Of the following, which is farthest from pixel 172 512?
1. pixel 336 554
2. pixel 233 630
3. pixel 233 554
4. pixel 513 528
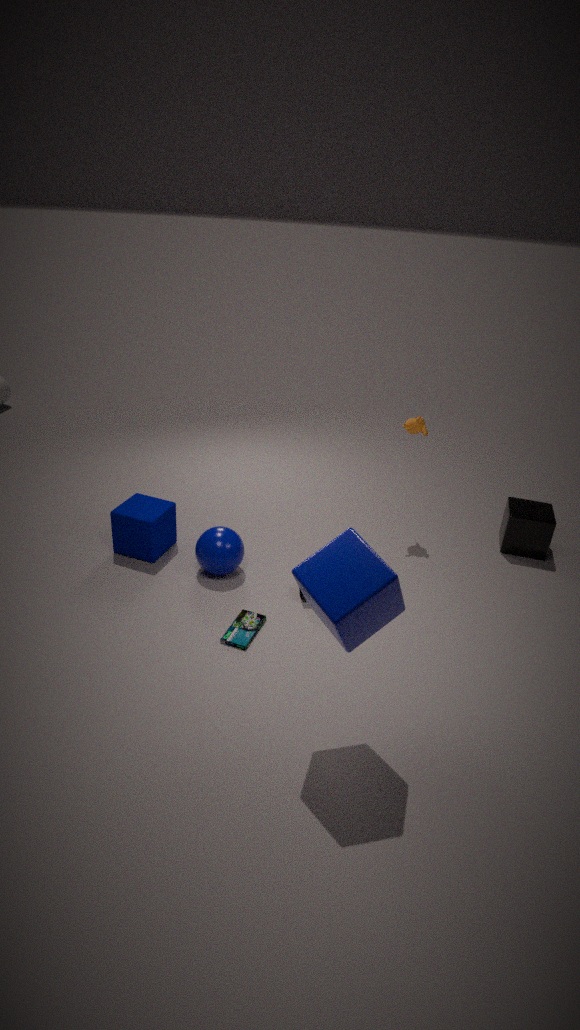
pixel 513 528
